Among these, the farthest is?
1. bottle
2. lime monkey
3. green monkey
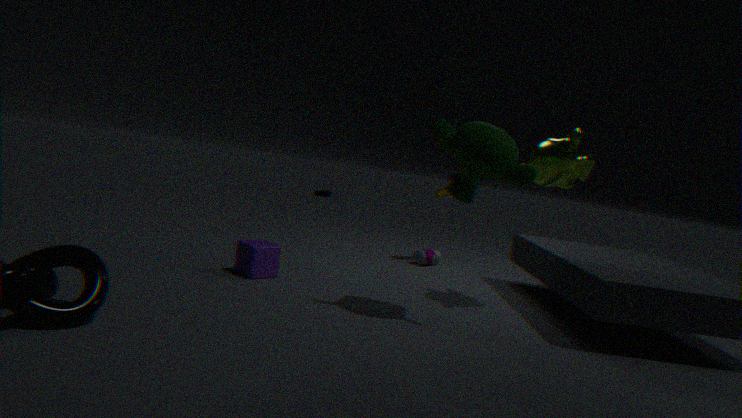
bottle
